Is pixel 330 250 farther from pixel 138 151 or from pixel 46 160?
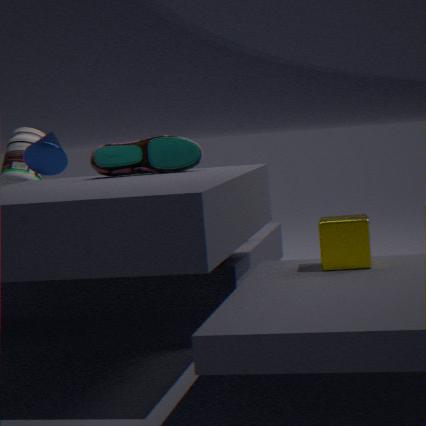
pixel 46 160
